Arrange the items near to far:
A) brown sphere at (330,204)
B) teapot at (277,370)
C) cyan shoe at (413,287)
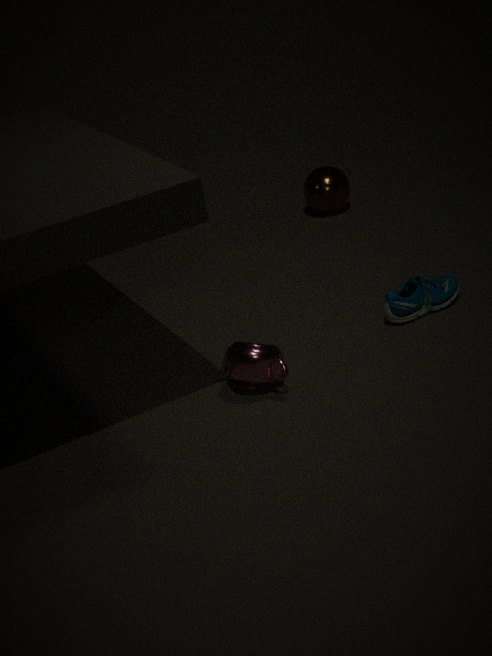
teapot at (277,370), cyan shoe at (413,287), brown sphere at (330,204)
